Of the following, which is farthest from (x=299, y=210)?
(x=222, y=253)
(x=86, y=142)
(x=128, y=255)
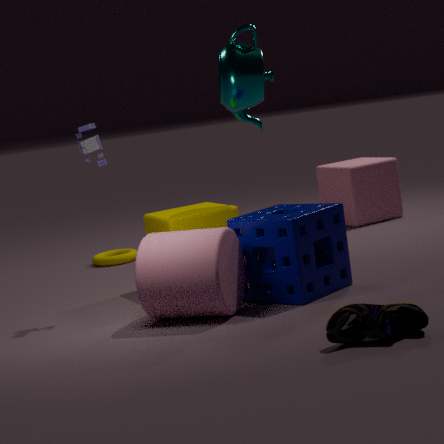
(x=128, y=255)
